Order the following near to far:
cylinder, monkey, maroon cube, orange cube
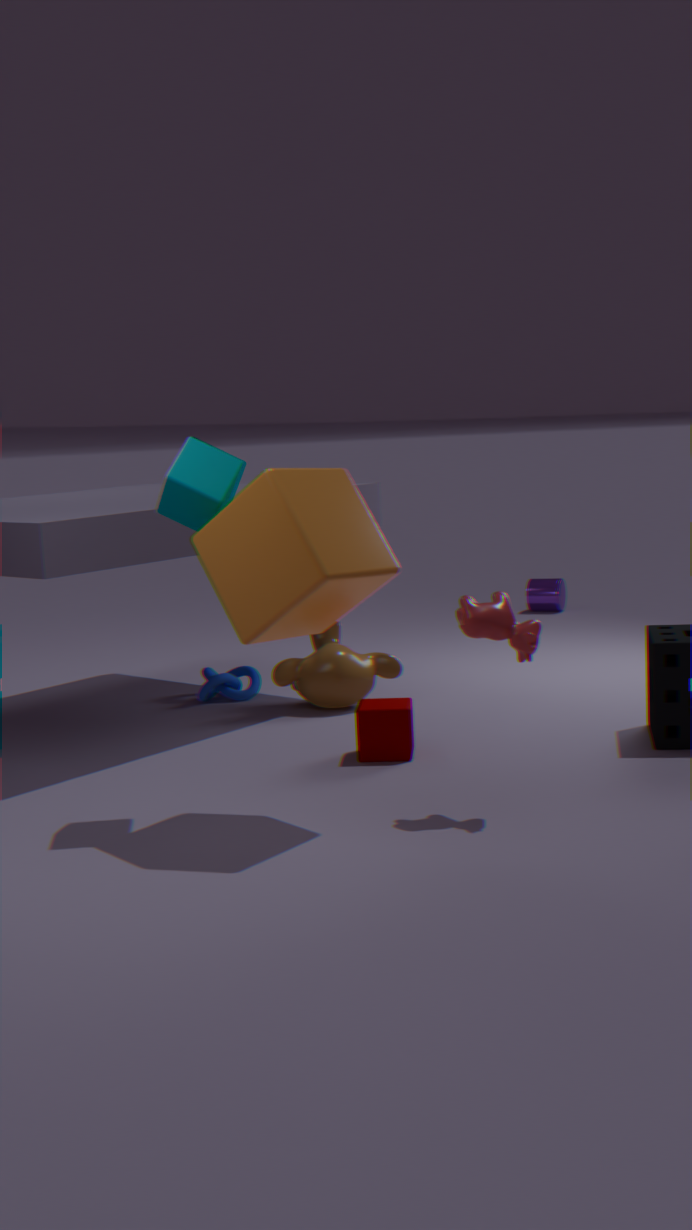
orange cube
maroon cube
monkey
cylinder
